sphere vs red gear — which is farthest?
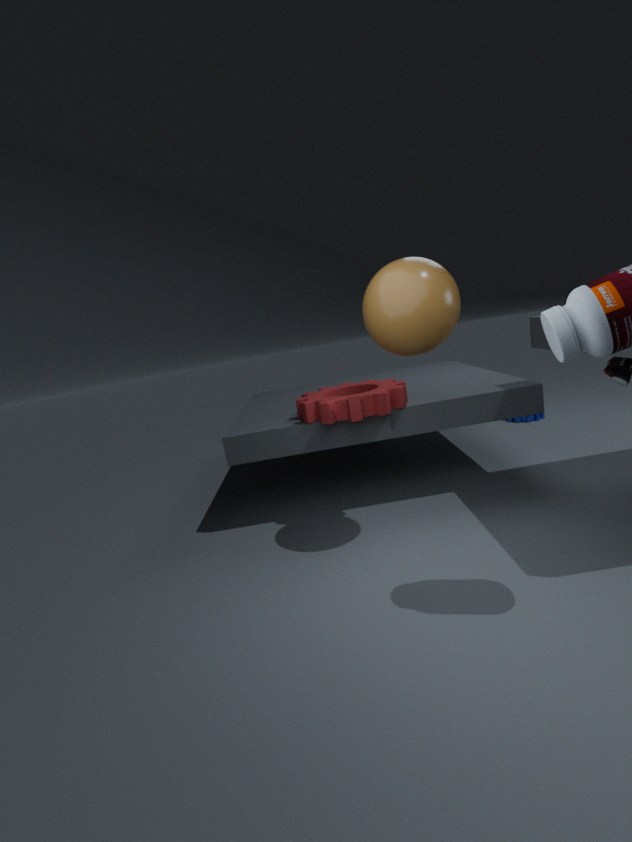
red gear
